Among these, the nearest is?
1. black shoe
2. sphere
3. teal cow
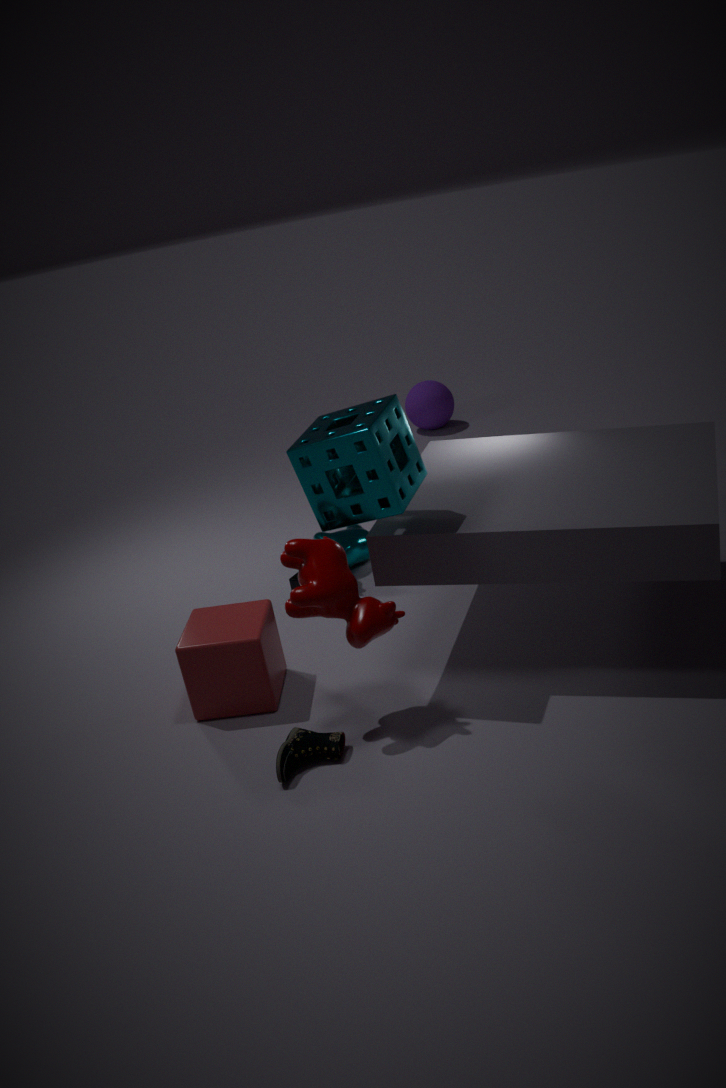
black shoe
